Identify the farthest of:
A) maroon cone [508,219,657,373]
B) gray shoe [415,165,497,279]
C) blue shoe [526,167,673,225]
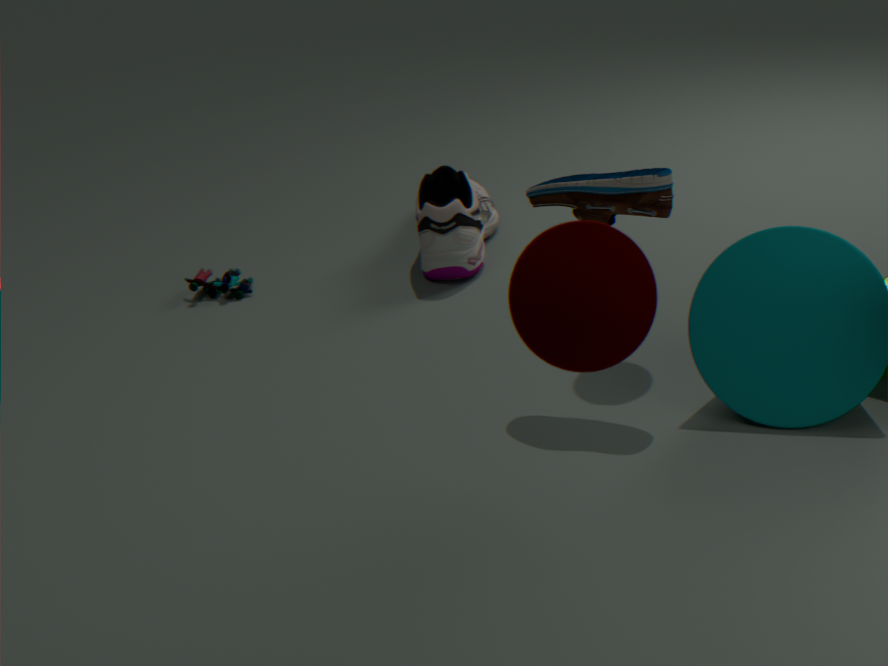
gray shoe [415,165,497,279]
